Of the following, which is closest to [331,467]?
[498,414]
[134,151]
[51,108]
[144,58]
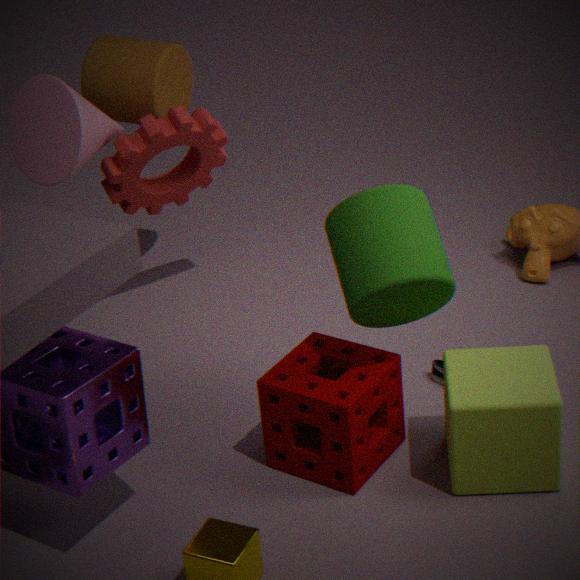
[498,414]
